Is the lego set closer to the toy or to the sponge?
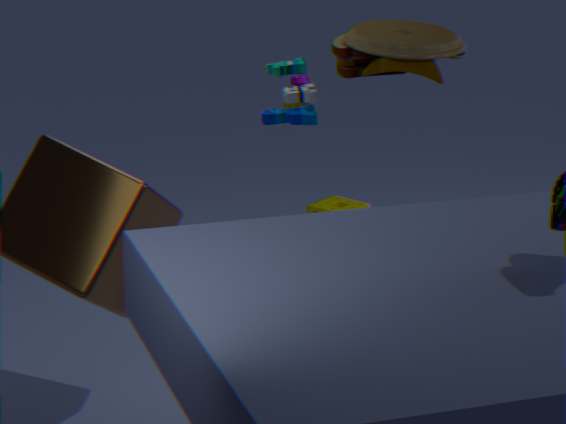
the toy
